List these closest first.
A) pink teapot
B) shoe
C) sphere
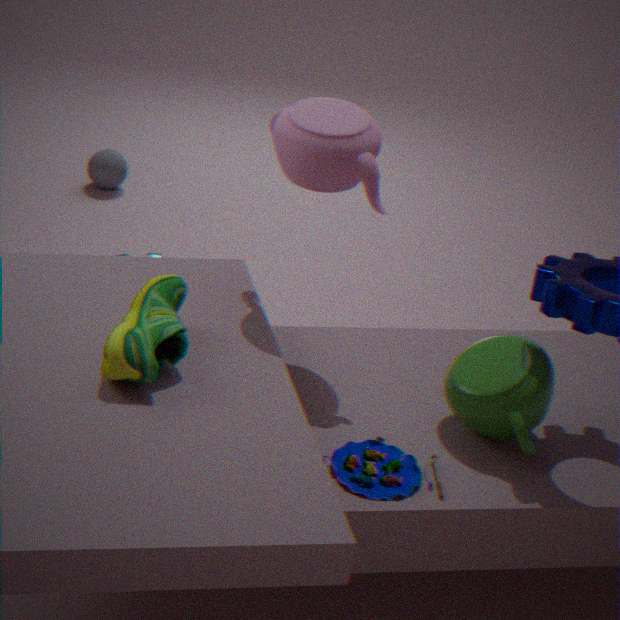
shoe
pink teapot
sphere
